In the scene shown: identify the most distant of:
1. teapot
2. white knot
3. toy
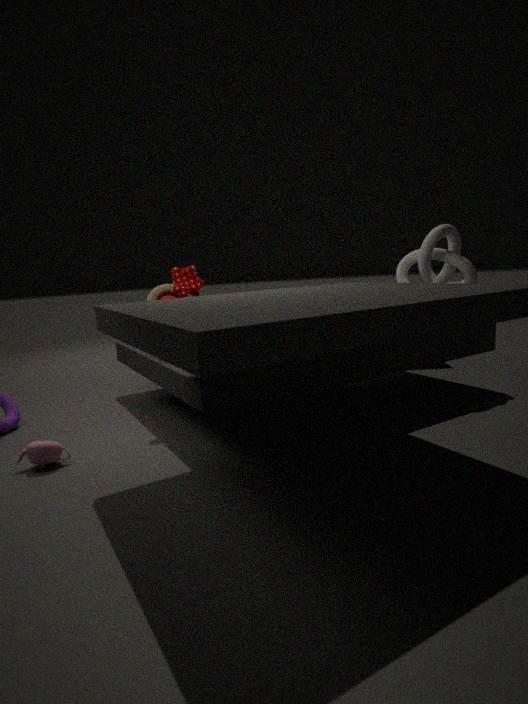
white knot
